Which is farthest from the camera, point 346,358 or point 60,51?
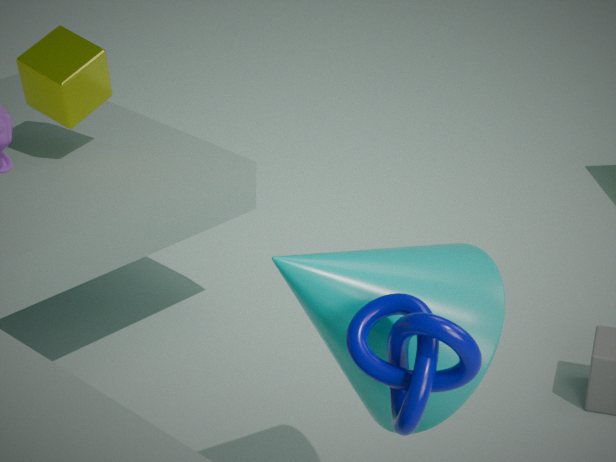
point 60,51
